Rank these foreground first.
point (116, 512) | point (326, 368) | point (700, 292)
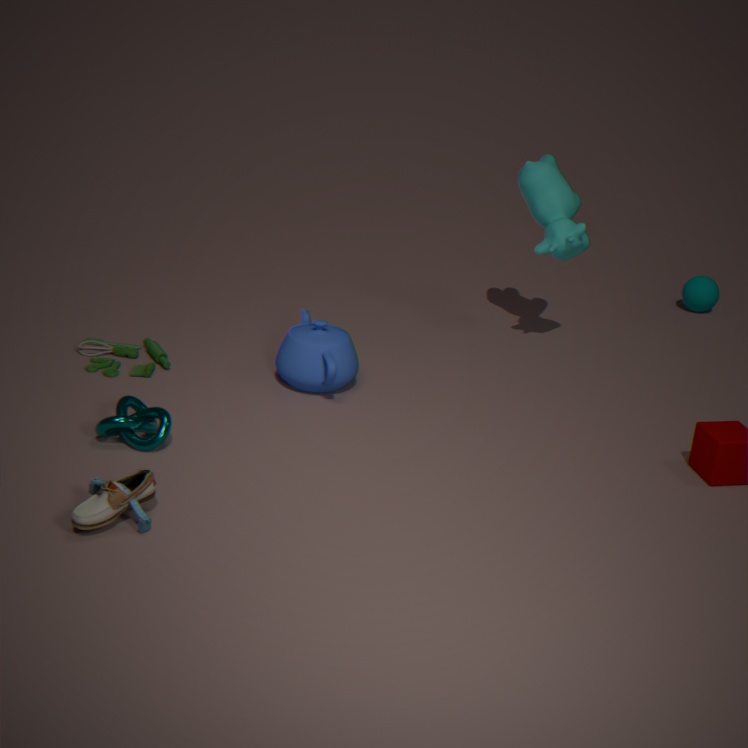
1. point (116, 512)
2. point (326, 368)
3. point (700, 292)
